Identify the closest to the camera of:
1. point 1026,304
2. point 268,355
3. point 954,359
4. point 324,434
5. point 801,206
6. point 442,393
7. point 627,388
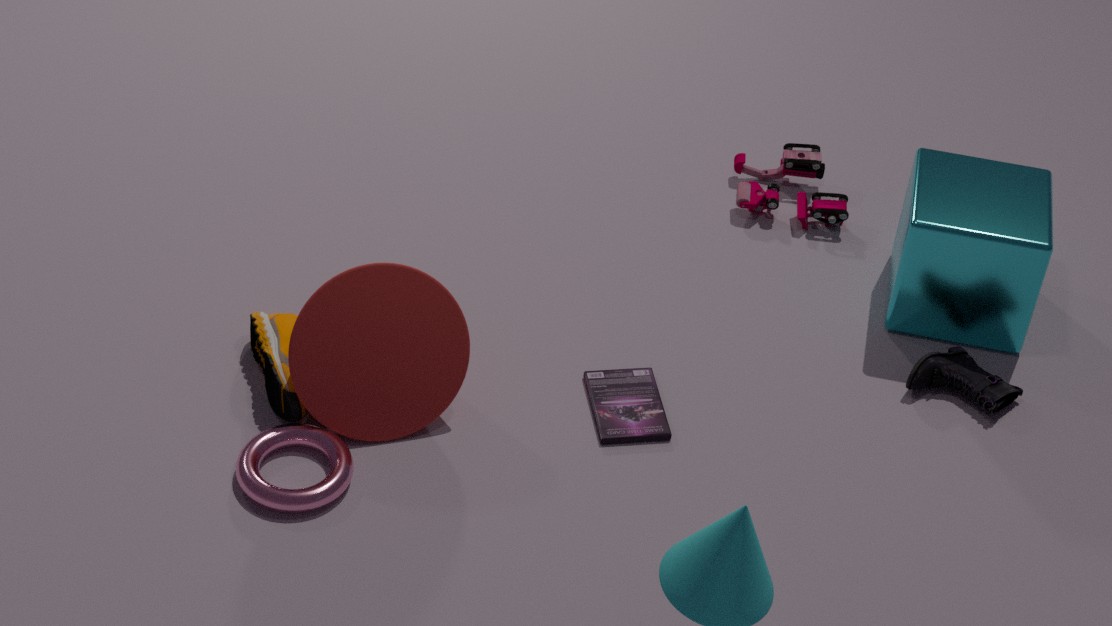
point 324,434
